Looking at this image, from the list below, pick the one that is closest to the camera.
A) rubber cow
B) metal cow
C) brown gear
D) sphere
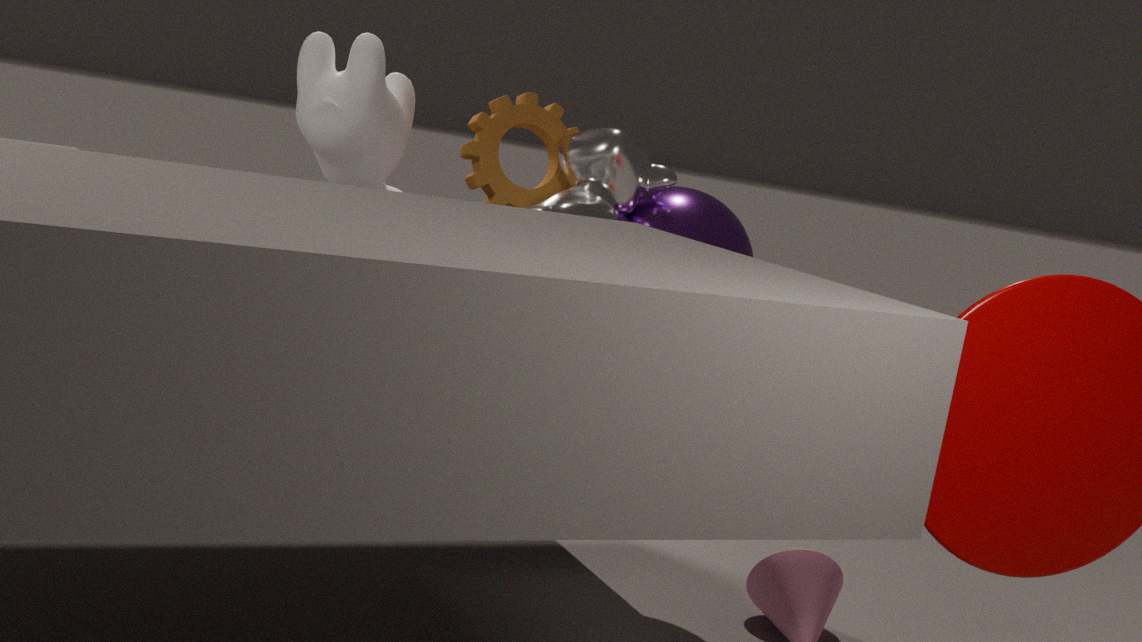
metal cow
